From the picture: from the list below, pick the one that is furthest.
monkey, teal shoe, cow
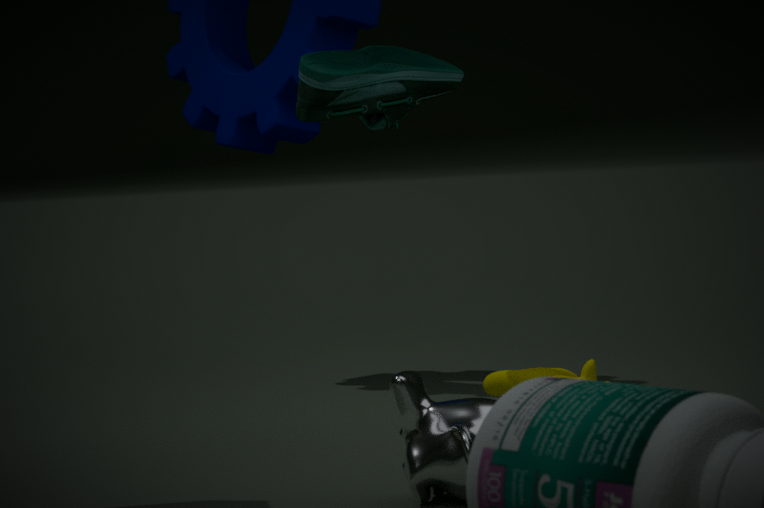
teal shoe
